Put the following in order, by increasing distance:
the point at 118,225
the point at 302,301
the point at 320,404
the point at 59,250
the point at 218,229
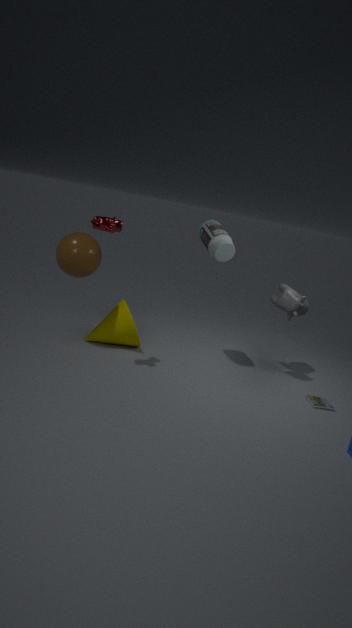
the point at 118,225
the point at 59,250
the point at 320,404
the point at 218,229
the point at 302,301
